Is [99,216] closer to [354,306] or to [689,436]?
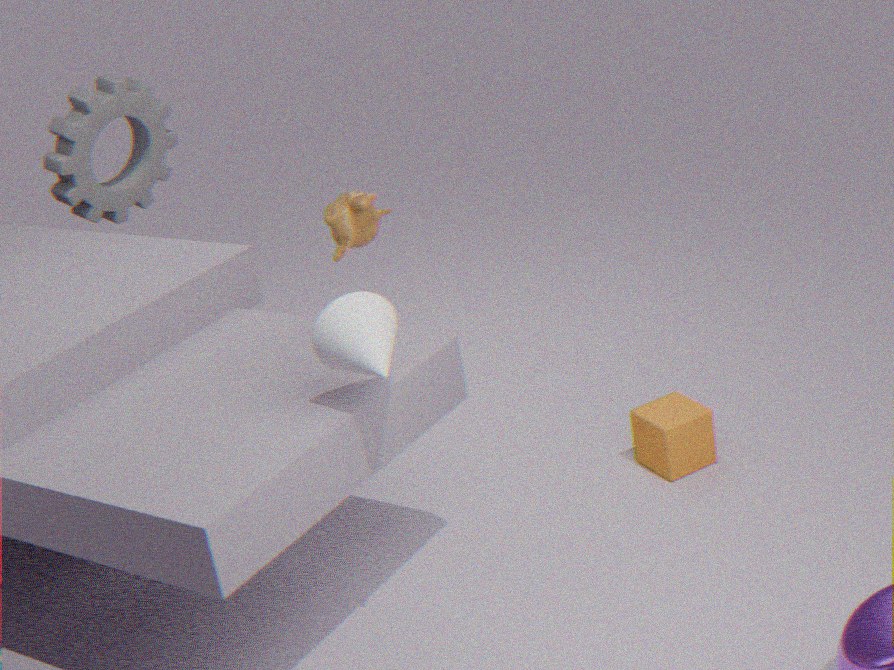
[354,306]
